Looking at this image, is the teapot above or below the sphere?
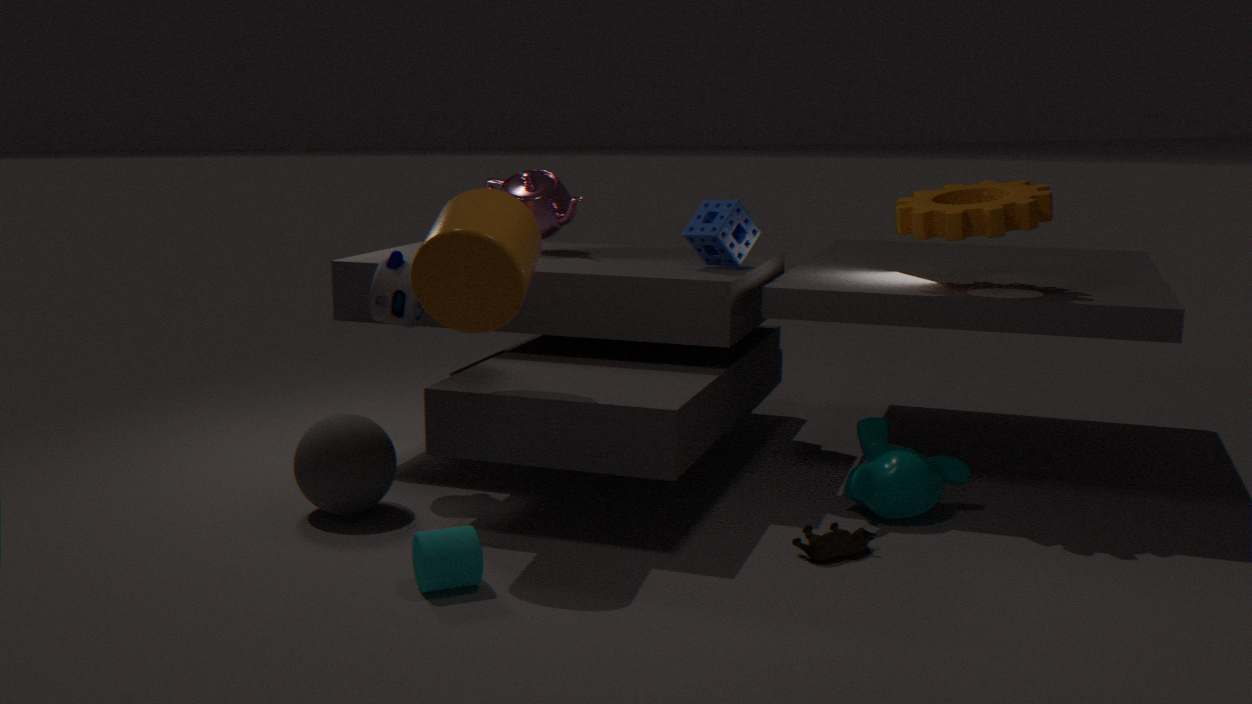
above
